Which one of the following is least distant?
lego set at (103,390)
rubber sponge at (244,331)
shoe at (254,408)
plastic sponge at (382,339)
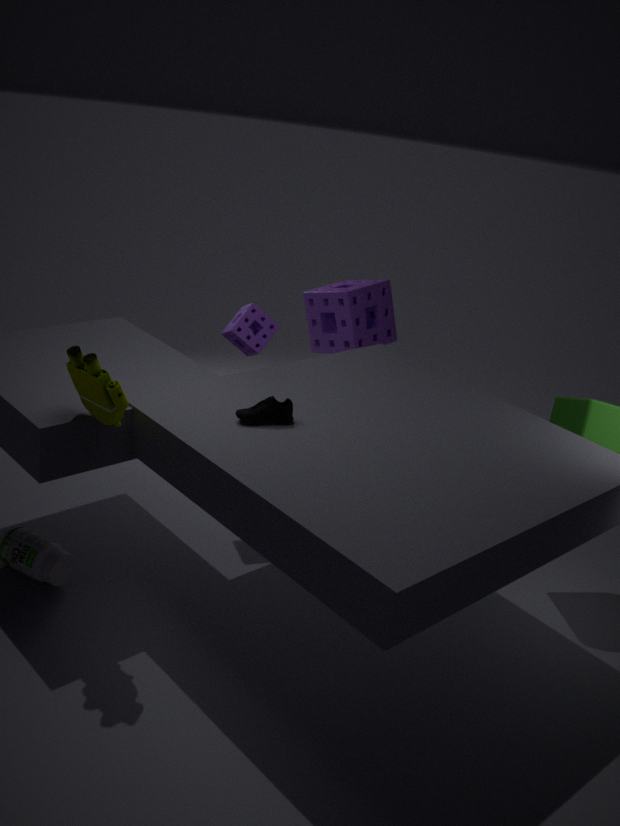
lego set at (103,390)
